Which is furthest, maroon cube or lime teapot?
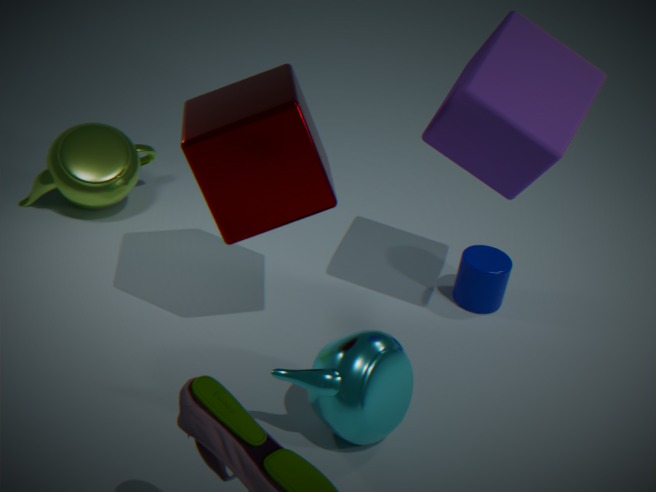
lime teapot
